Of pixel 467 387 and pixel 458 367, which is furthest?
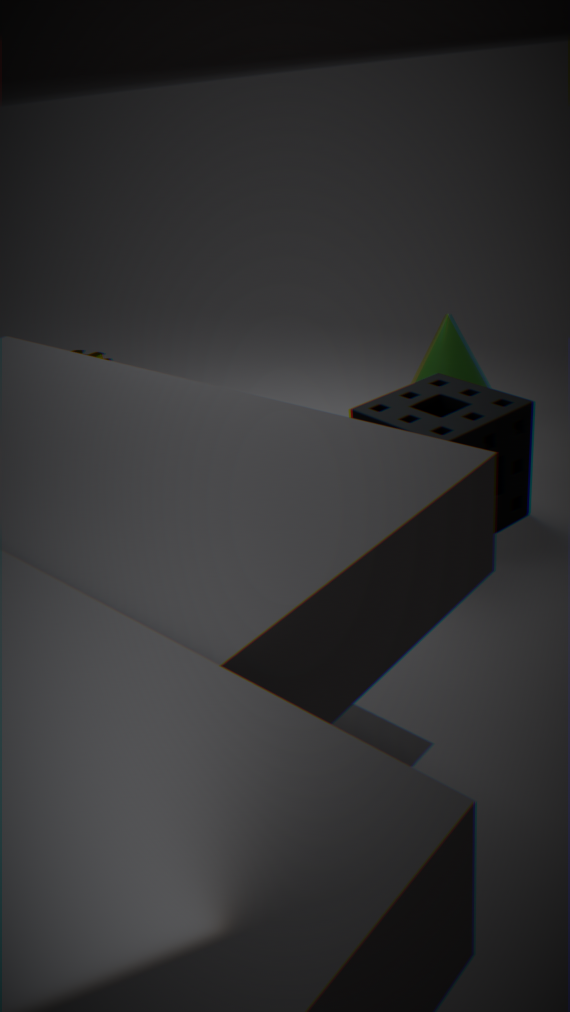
pixel 458 367
